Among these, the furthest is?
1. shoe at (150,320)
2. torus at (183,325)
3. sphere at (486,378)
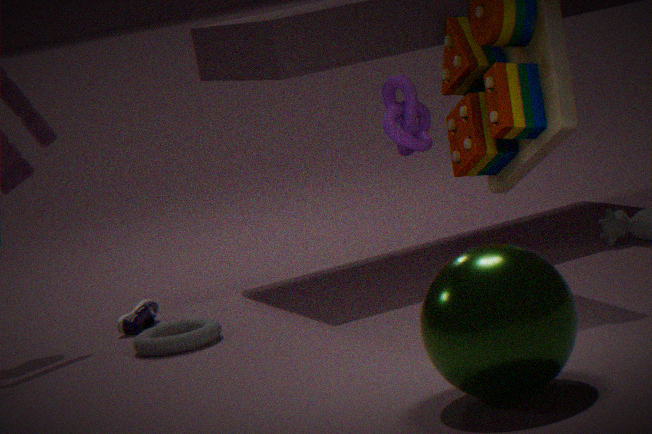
shoe at (150,320)
